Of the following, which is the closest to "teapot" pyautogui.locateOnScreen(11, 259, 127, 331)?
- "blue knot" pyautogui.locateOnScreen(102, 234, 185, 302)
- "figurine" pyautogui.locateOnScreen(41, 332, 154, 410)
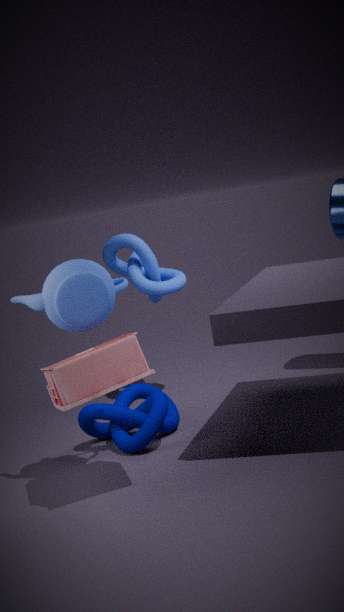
"figurine" pyautogui.locateOnScreen(41, 332, 154, 410)
